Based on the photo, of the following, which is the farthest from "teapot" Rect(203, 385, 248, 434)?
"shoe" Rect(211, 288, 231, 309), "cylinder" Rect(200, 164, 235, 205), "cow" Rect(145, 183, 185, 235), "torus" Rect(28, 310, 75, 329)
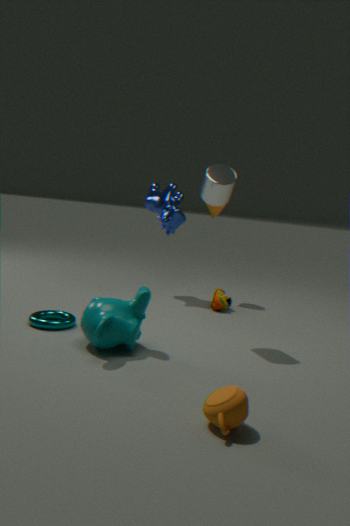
"cow" Rect(145, 183, 185, 235)
